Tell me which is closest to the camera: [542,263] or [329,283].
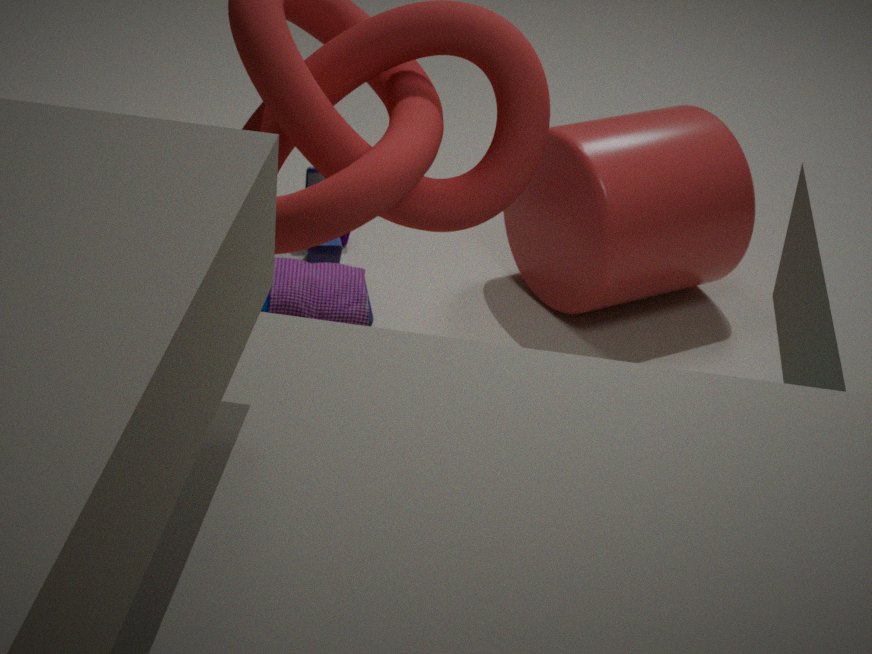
[329,283]
